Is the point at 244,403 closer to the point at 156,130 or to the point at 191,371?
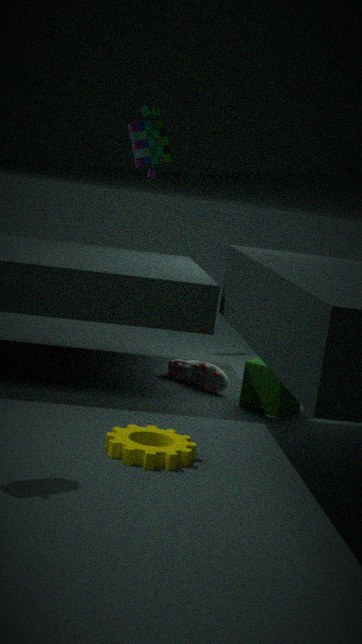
the point at 191,371
